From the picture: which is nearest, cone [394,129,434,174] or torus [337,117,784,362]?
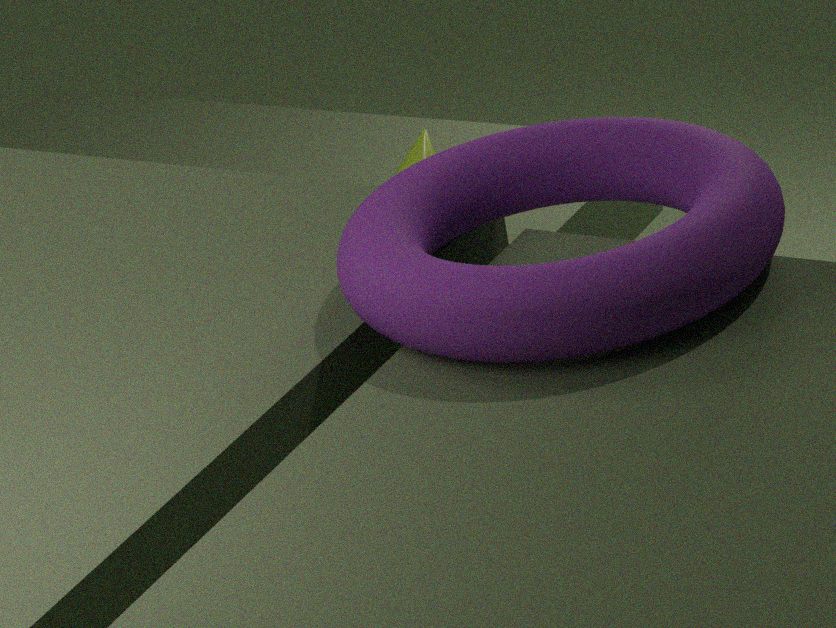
torus [337,117,784,362]
